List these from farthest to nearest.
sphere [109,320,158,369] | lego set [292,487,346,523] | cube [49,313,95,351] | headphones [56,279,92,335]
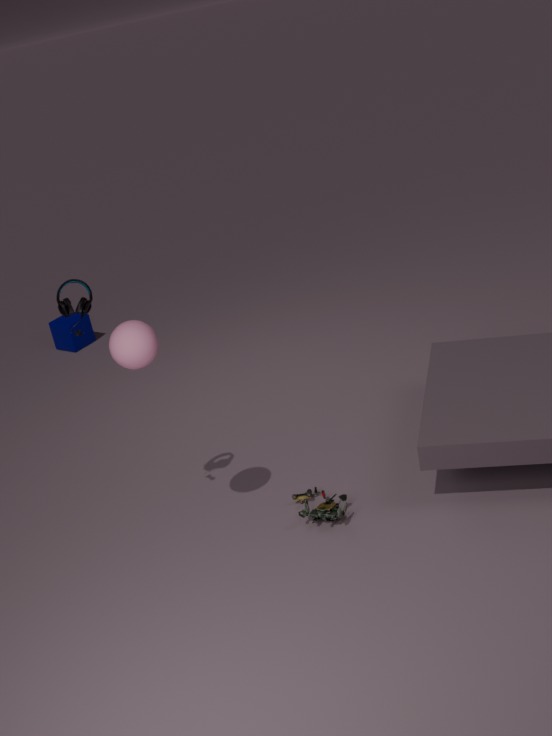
cube [49,313,95,351] < lego set [292,487,346,523] < headphones [56,279,92,335] < sphere [109,320,158,369]
